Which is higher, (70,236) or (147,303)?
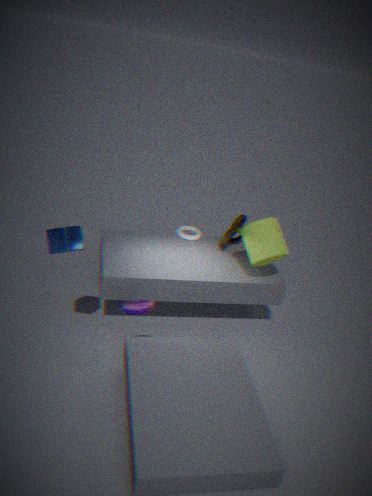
(70,236)
